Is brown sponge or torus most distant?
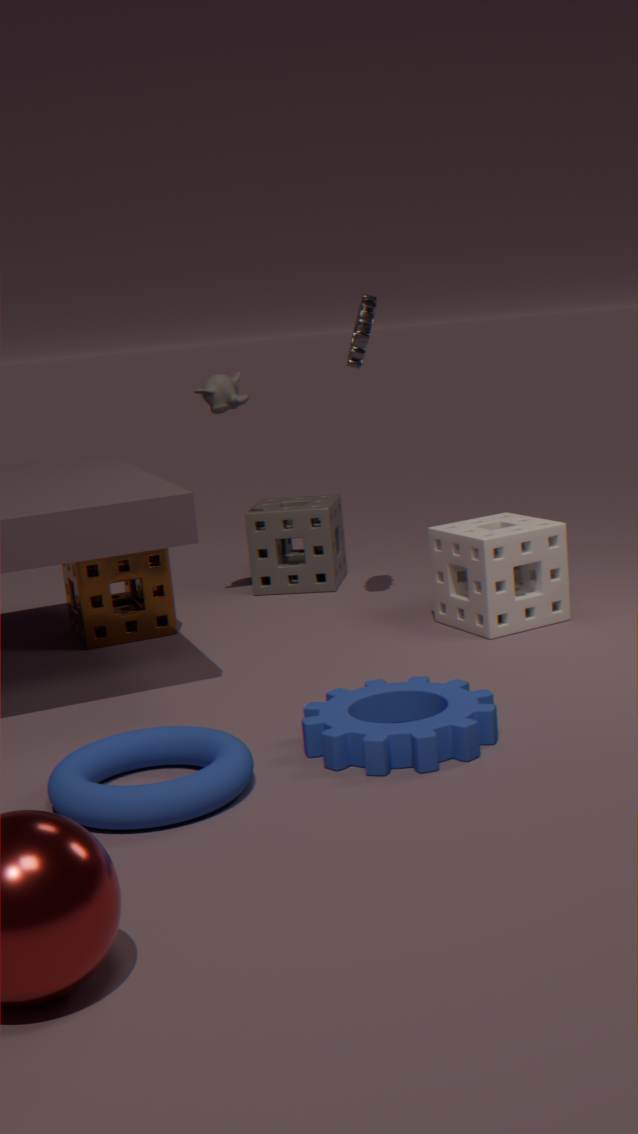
brown sponge
